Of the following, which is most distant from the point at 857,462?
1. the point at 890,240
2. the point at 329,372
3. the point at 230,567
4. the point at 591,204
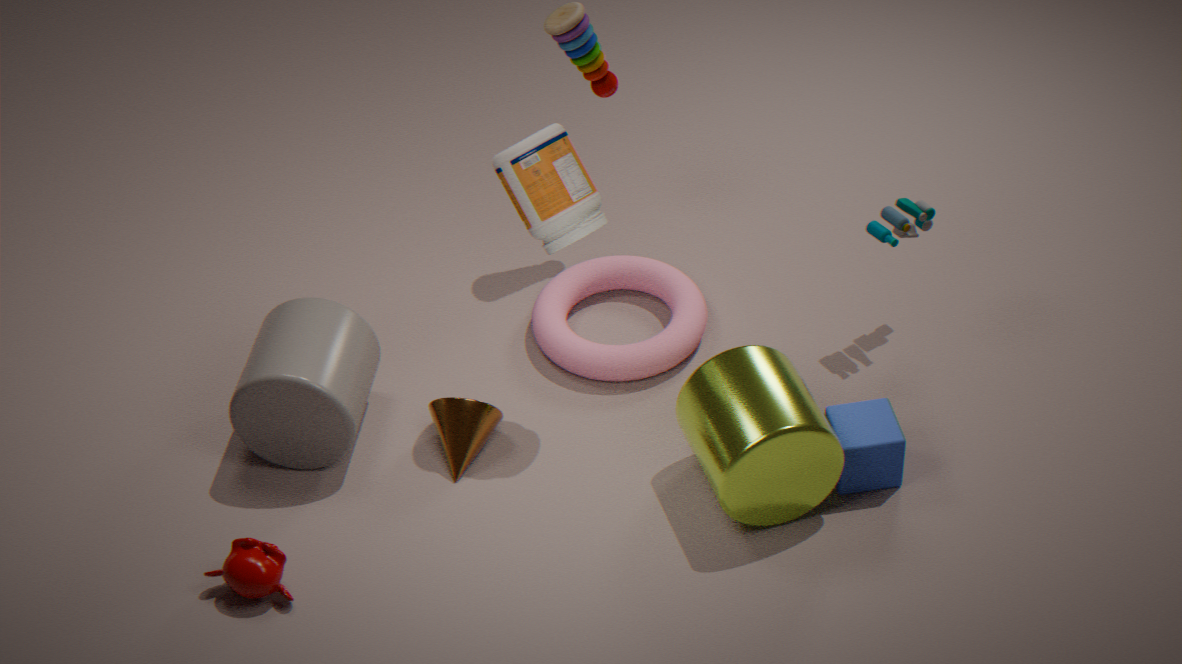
the point at 230,567
